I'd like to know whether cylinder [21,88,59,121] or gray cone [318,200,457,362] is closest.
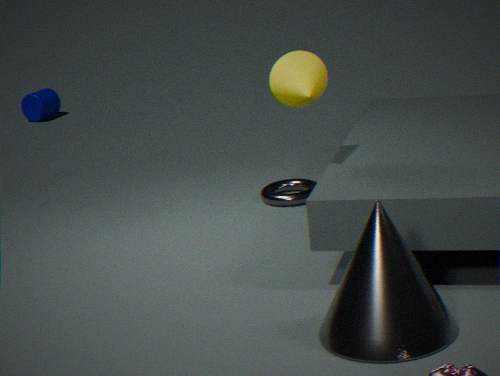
gray cone [318,200,457,362]
